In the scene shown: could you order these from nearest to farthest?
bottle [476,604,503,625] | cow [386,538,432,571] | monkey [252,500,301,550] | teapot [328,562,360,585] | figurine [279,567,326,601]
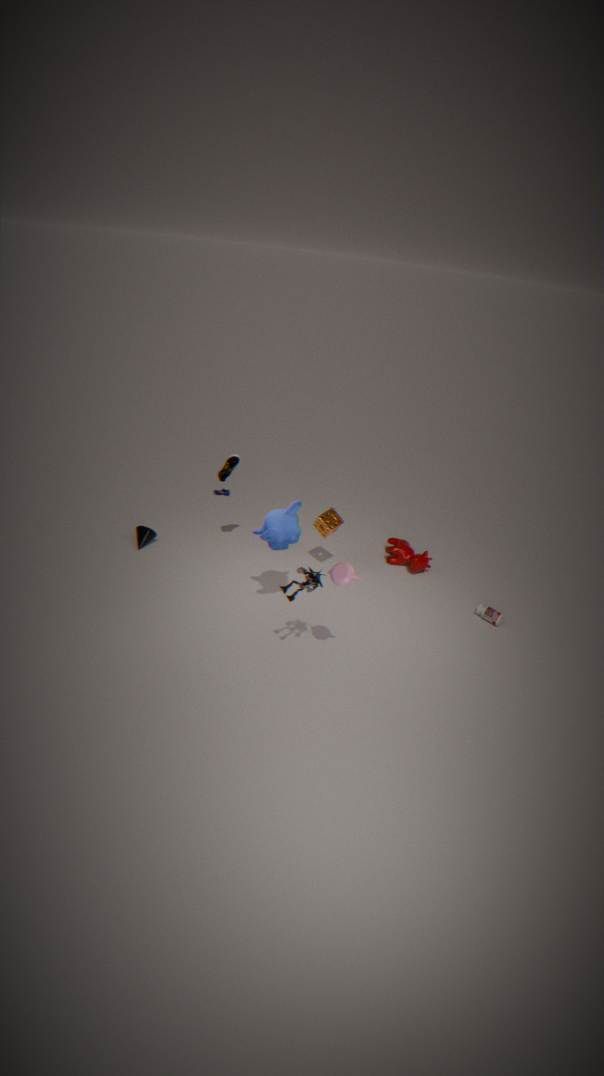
teapot [328,562,360,585] → figurine [279,567,326,601] → monkey [252,500,301,550] → bottle [476,604,503,625] → cow [386,538,432,571]
